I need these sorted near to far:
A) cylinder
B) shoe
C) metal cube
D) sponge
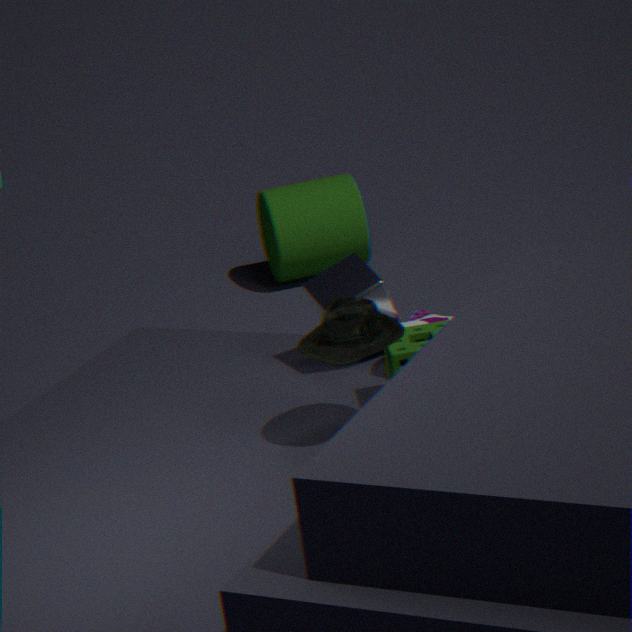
sponge, metal cube, shoe, cylinder
